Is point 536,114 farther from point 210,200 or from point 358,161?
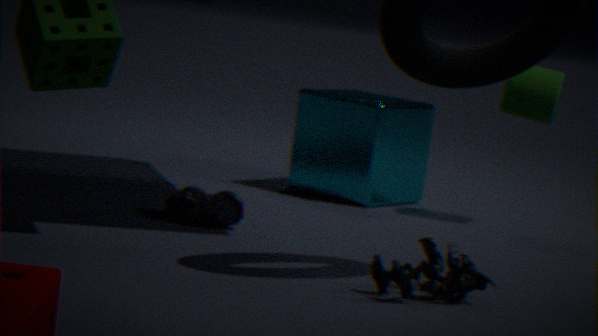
point 210,200
